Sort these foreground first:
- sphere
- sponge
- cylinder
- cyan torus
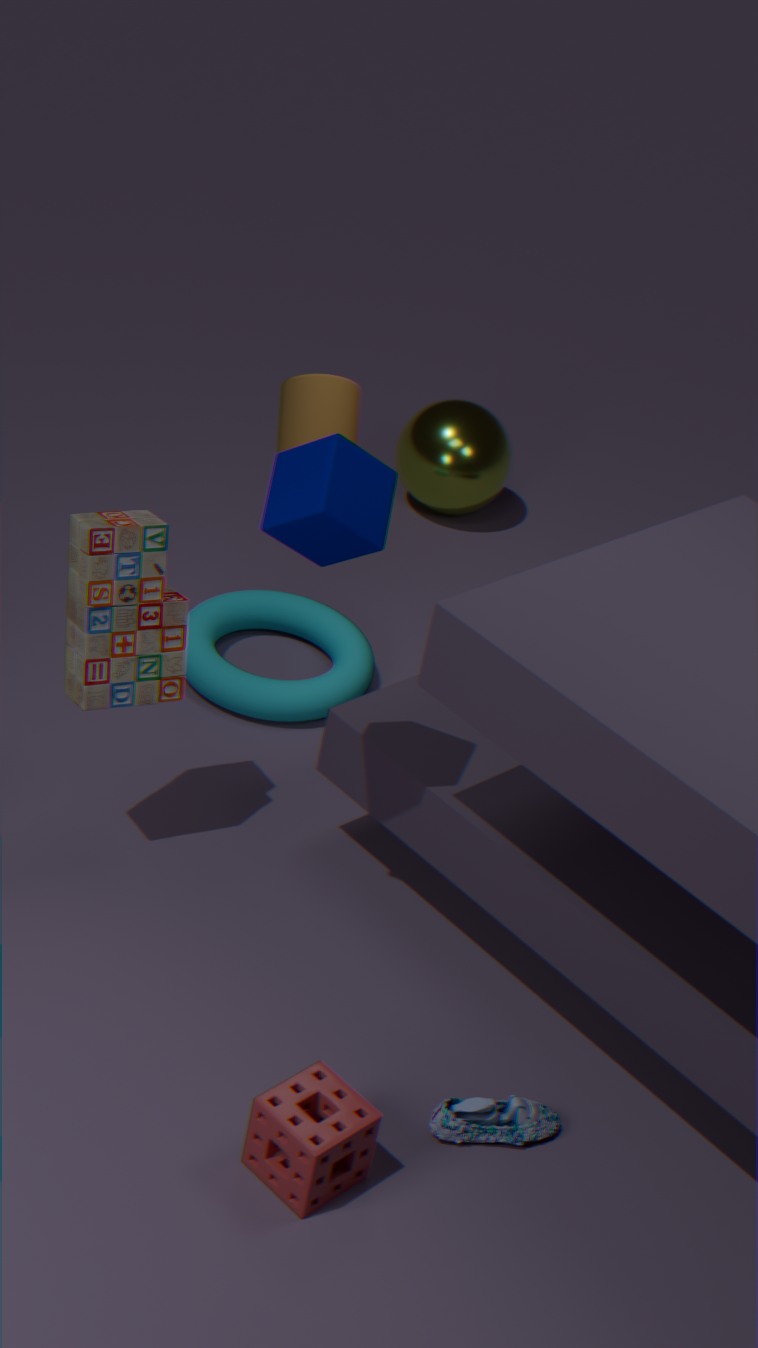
sponge → cylinder → cyan torus → sphere
